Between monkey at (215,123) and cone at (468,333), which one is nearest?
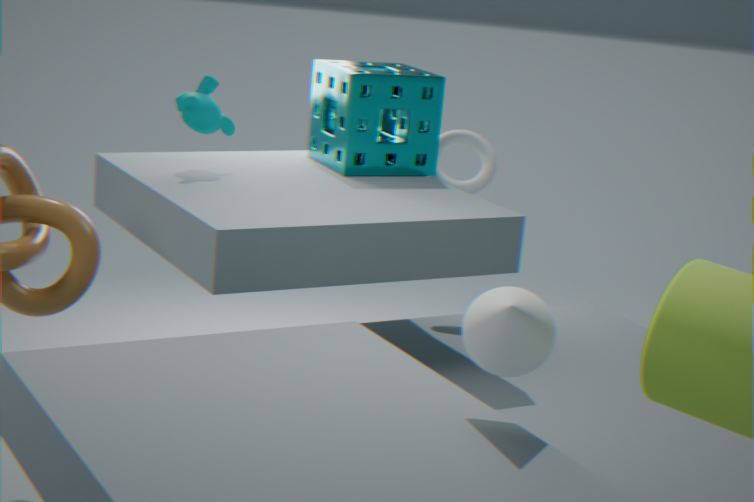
cone at (468,333)
